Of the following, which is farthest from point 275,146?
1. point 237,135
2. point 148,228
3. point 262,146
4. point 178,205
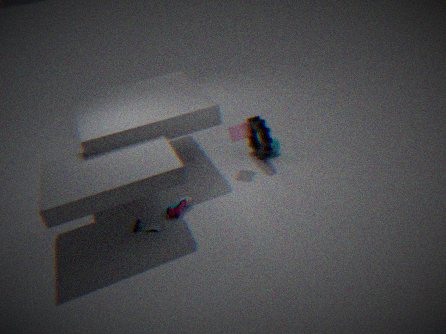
point 148,228
